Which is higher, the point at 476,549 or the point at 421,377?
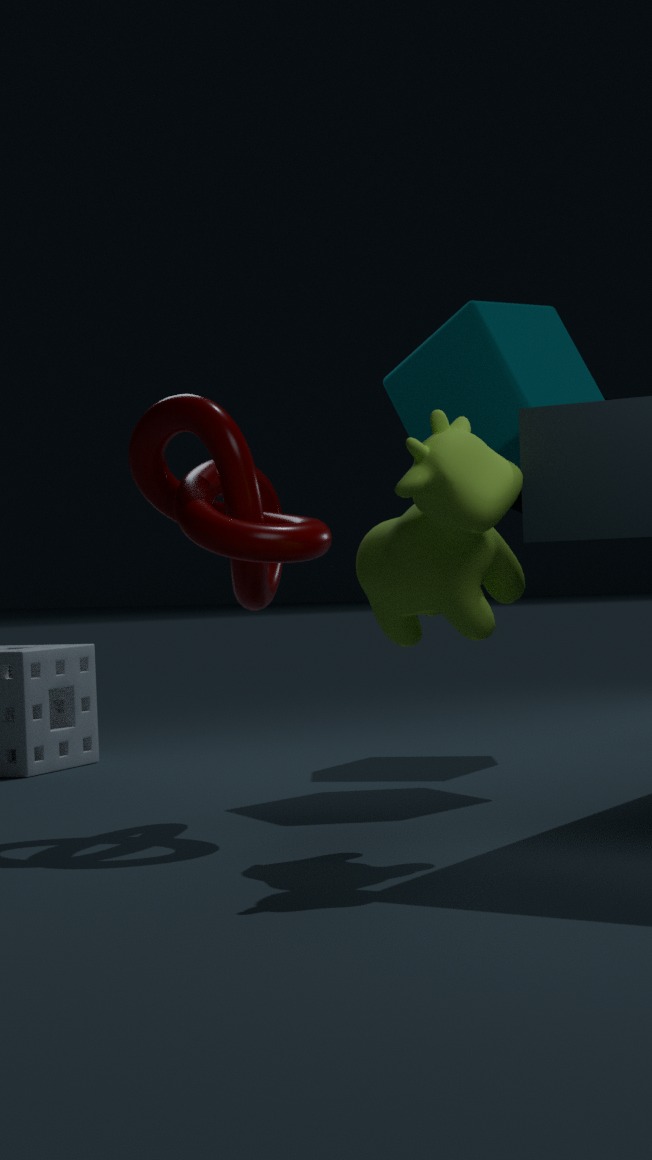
the point at 421,377
